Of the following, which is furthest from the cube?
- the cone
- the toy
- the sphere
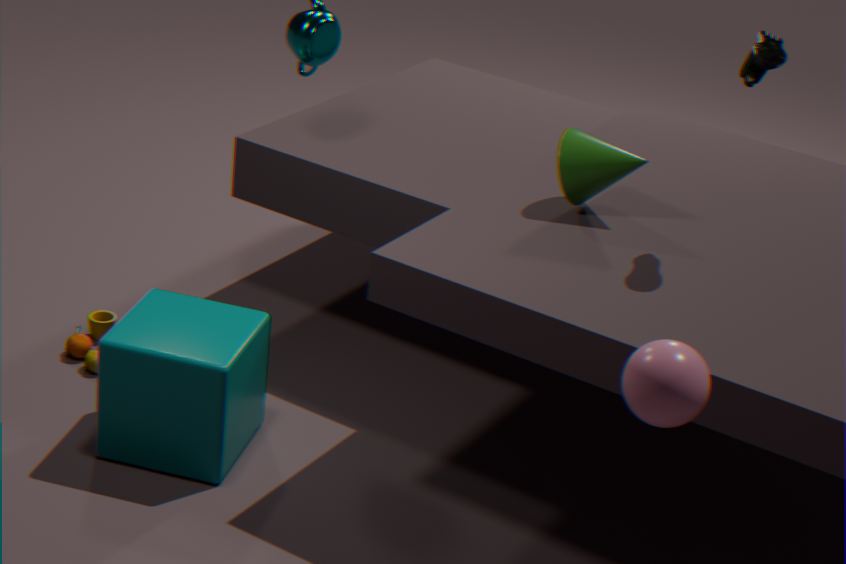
the sphere
